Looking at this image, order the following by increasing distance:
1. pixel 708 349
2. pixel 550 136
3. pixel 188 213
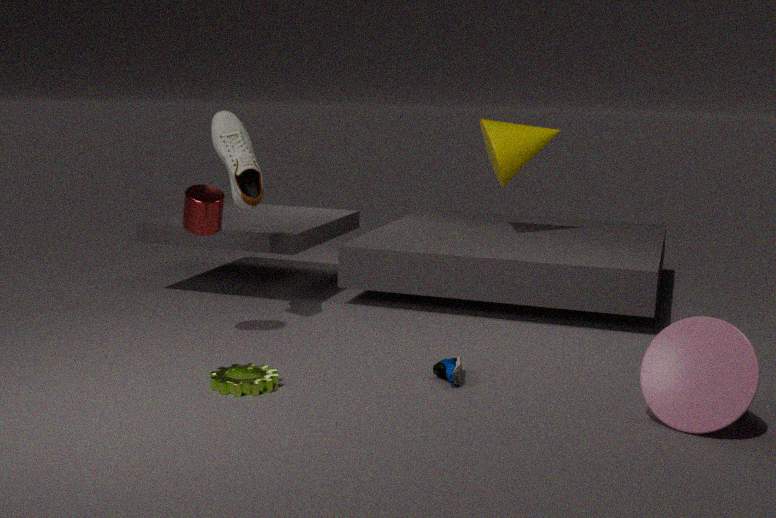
pixel 708 349 → pixel 188 213 → pixel 550 136
